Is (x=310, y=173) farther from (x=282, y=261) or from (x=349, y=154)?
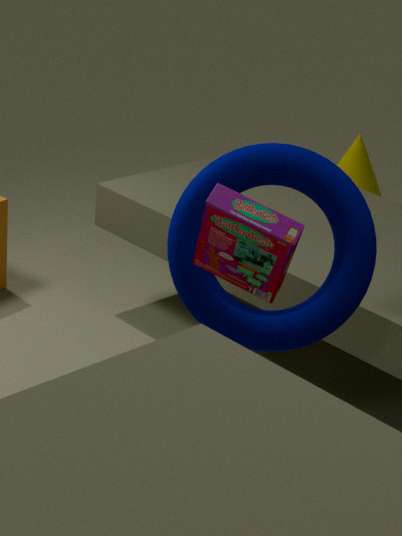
(x=349, y=154)
